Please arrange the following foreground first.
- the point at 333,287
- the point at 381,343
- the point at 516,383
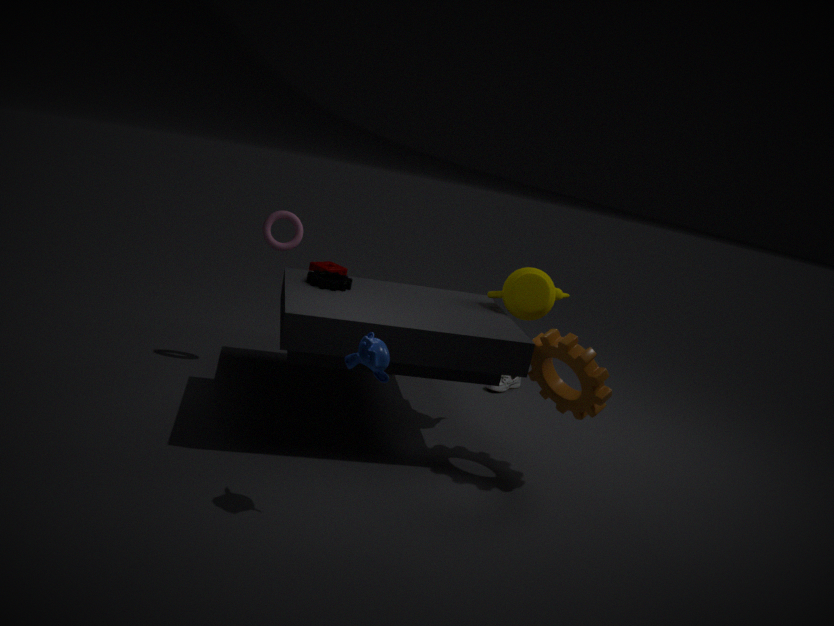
the point at 381,343
the point at 333,287
the point at 516,383
